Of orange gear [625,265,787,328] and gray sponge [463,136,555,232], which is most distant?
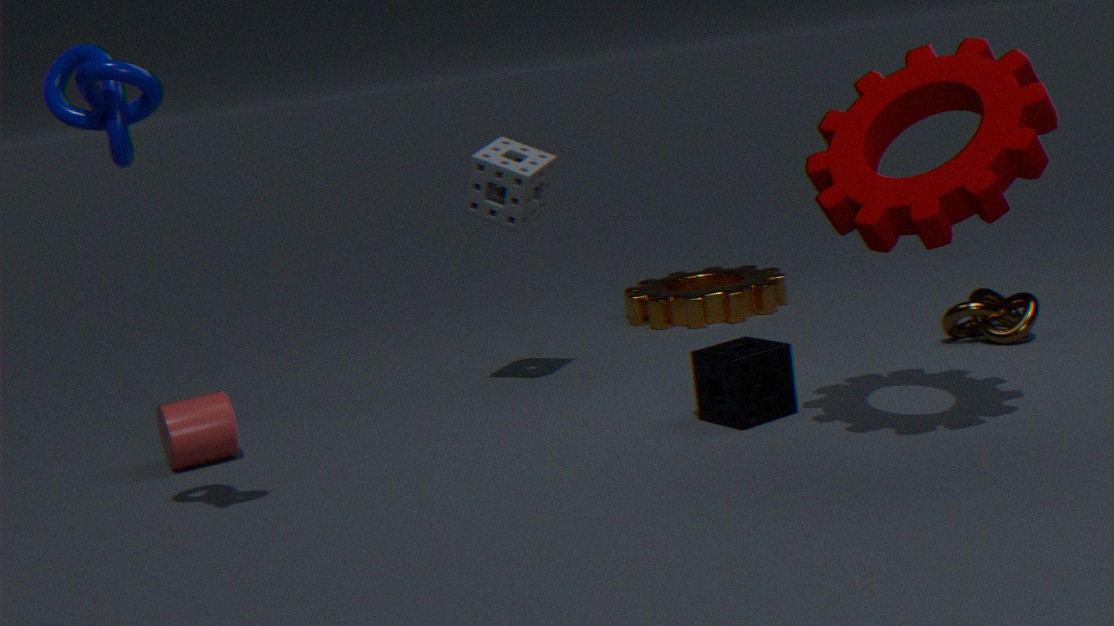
orange gear [625,265,787,328]
